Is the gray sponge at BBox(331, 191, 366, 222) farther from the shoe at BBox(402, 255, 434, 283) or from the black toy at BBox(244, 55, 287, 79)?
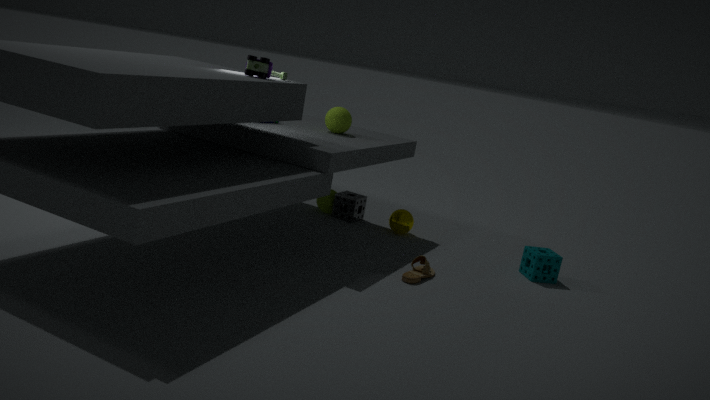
the black toy at BBox(244, 55, 287, 79)
